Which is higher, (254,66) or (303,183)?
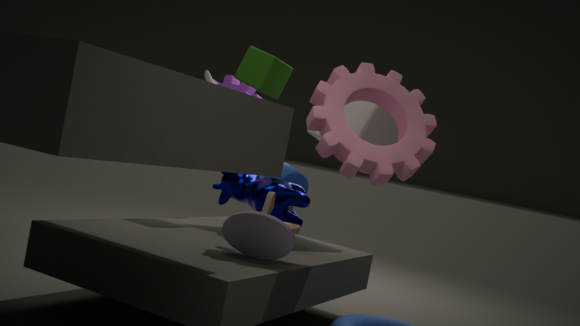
(254,66)
